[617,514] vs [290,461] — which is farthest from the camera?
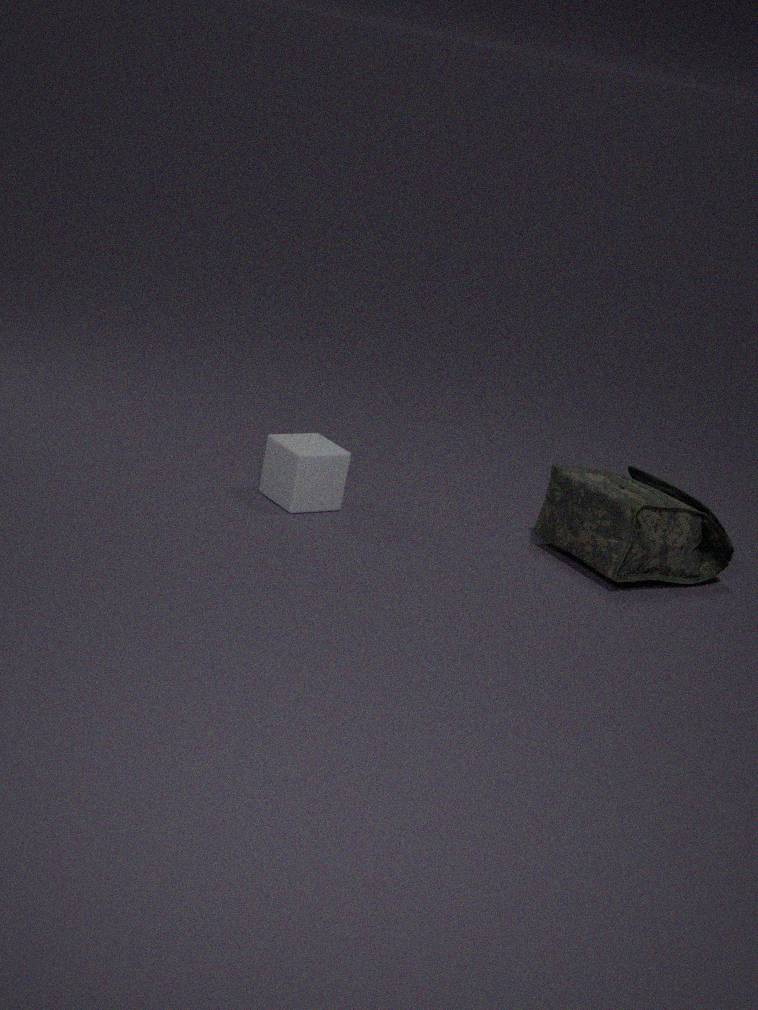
[290,461]
